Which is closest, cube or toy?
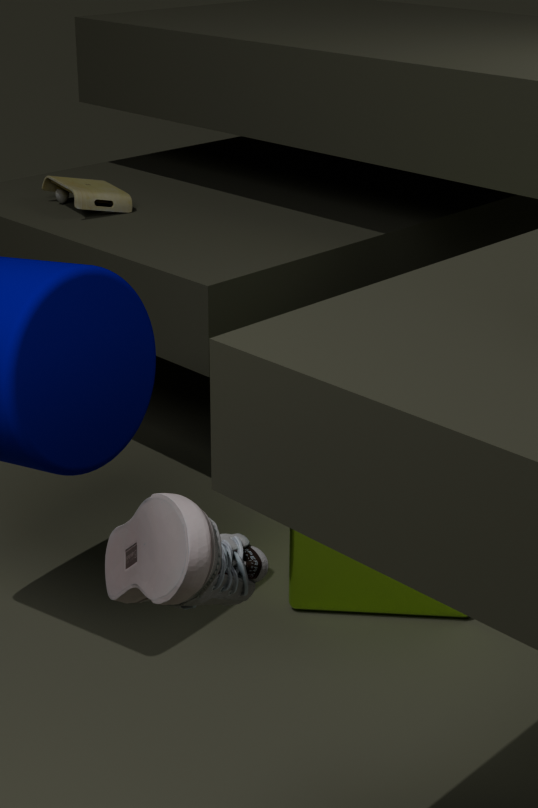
cube
